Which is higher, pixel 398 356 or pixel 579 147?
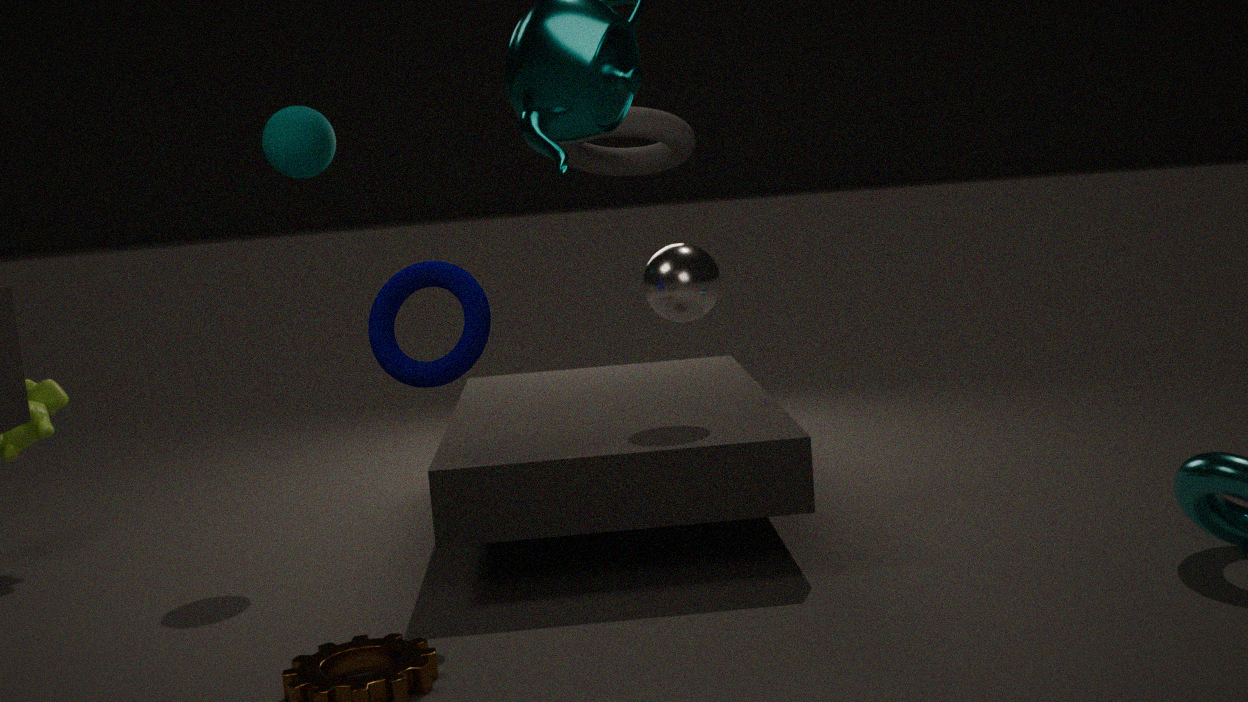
pixel 579 147
